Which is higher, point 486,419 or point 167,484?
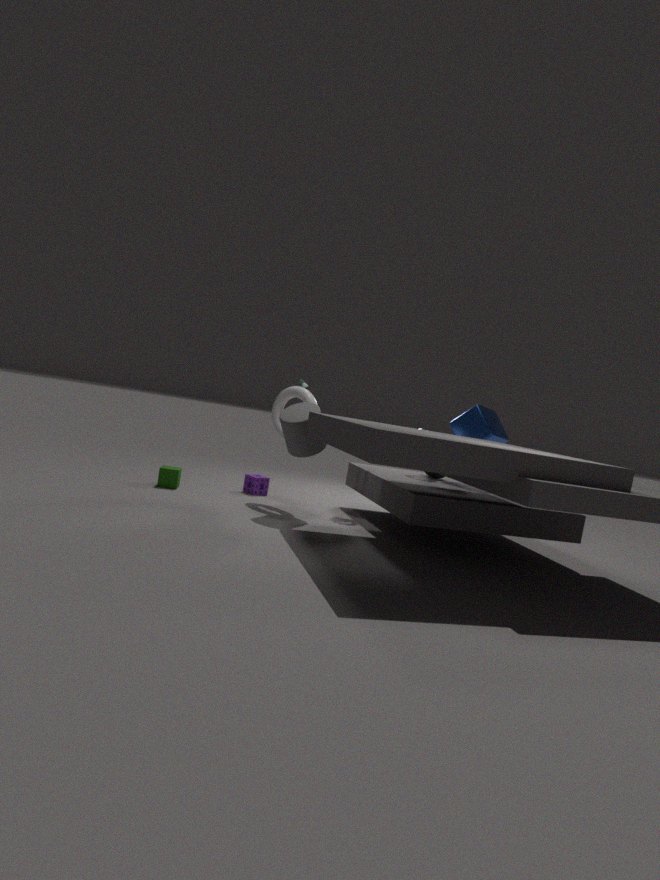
point 486,419
